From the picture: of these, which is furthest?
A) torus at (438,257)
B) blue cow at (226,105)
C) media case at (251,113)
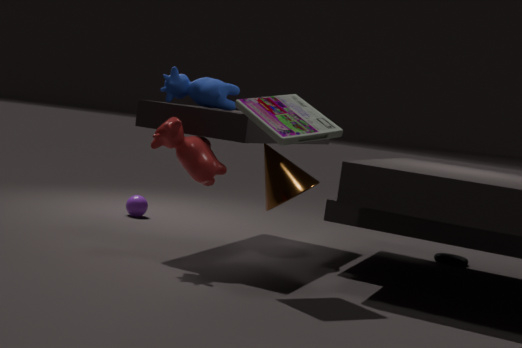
torus at (438,257)
